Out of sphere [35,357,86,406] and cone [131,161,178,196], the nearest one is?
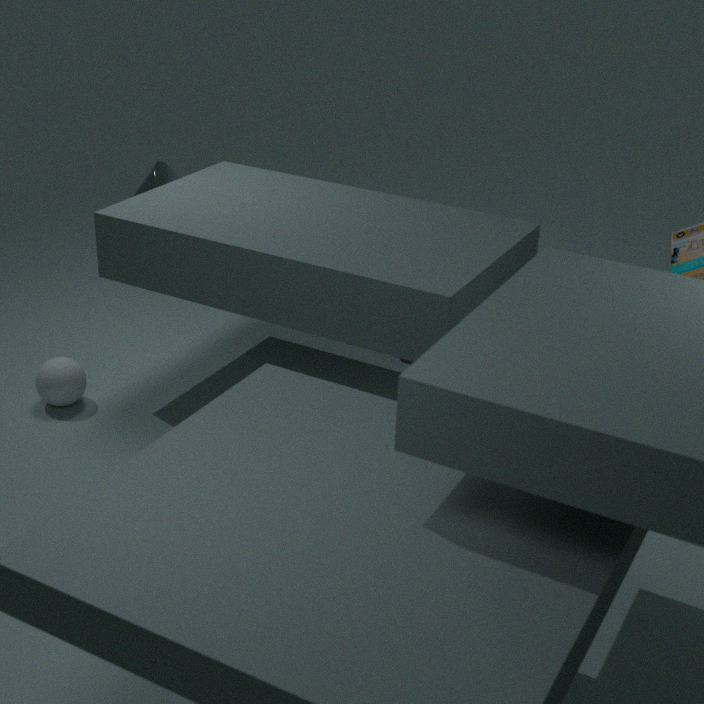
sphere [35,357,86,406]
